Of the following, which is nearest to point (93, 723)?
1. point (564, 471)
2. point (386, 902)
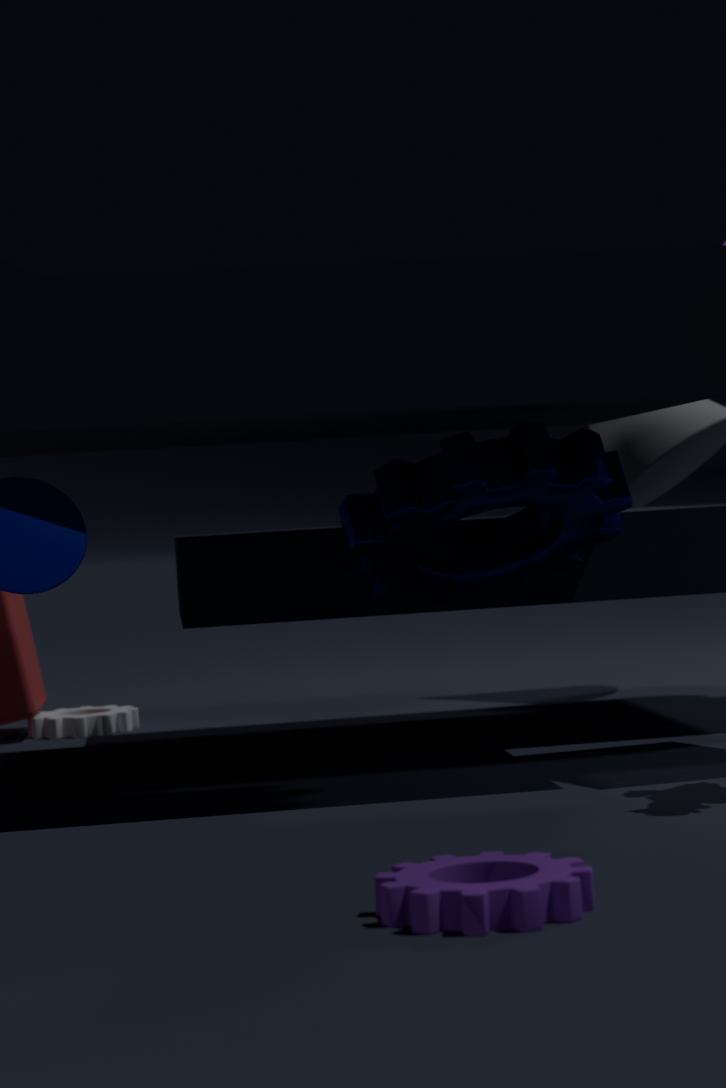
point (564, 471)
